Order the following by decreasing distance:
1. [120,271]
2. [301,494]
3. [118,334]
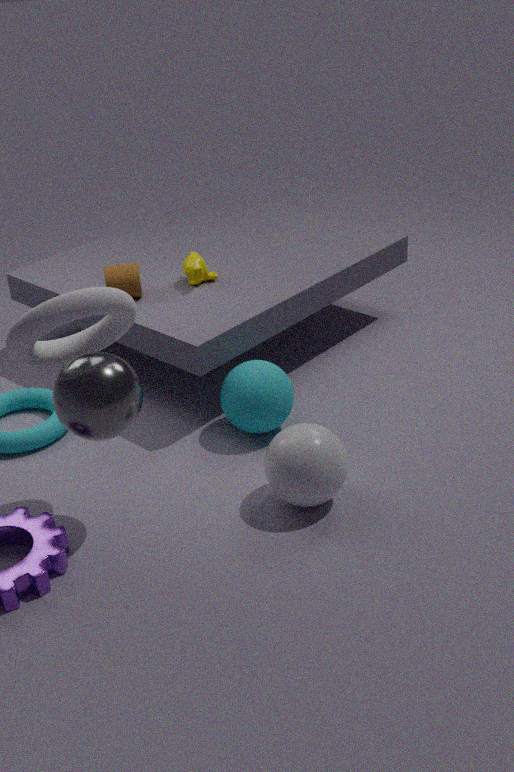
[120,271], [118,334], [301,494]
